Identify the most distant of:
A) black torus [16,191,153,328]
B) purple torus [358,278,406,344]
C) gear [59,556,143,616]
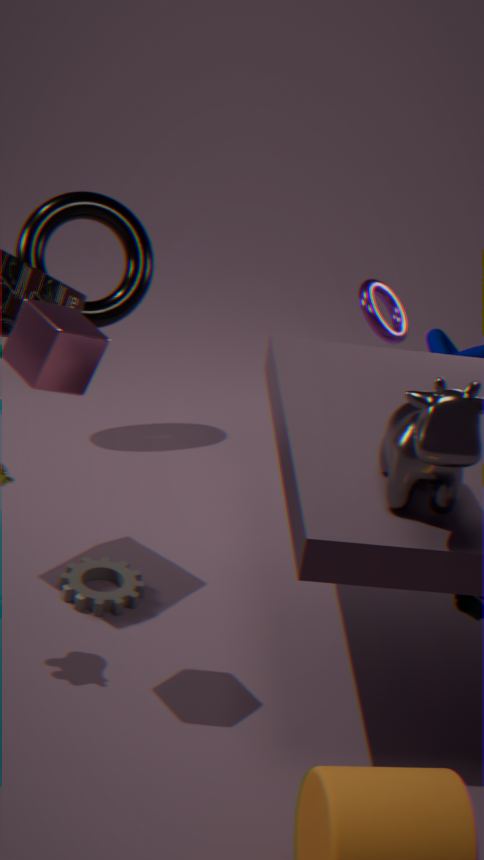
black torus [16,191,153,328]
